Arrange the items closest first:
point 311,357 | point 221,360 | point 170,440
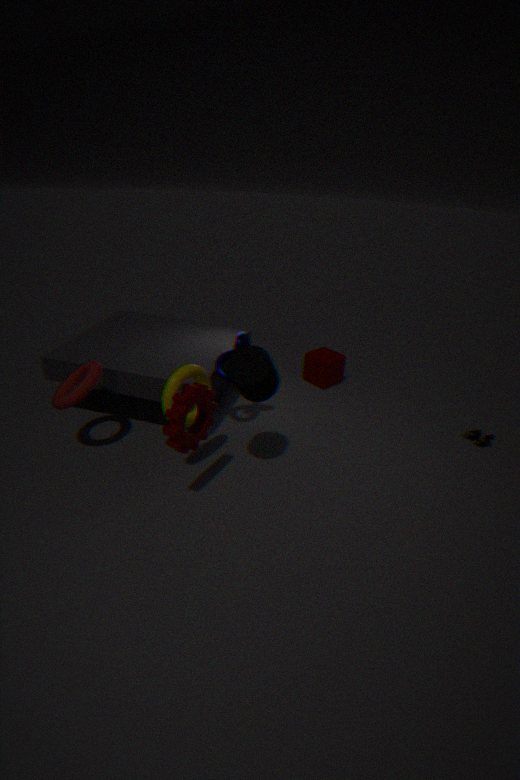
1. point 170,440
2. point 221,360
3. point 311,357
